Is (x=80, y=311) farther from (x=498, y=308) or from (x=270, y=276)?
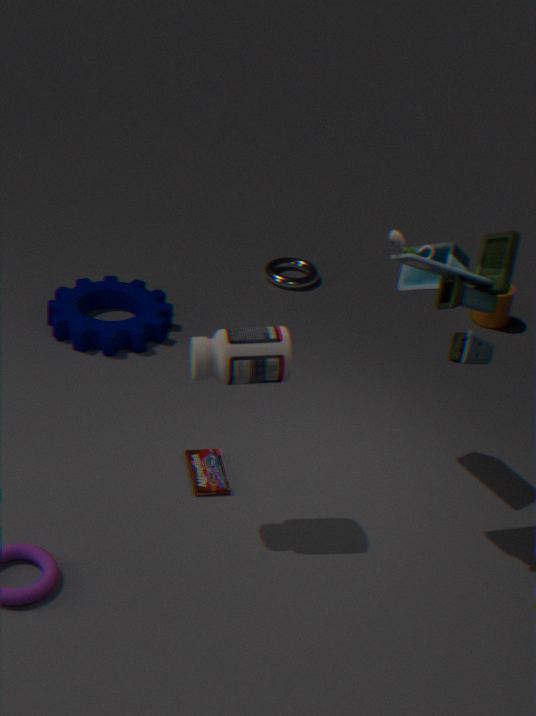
(x=498, y=308)
